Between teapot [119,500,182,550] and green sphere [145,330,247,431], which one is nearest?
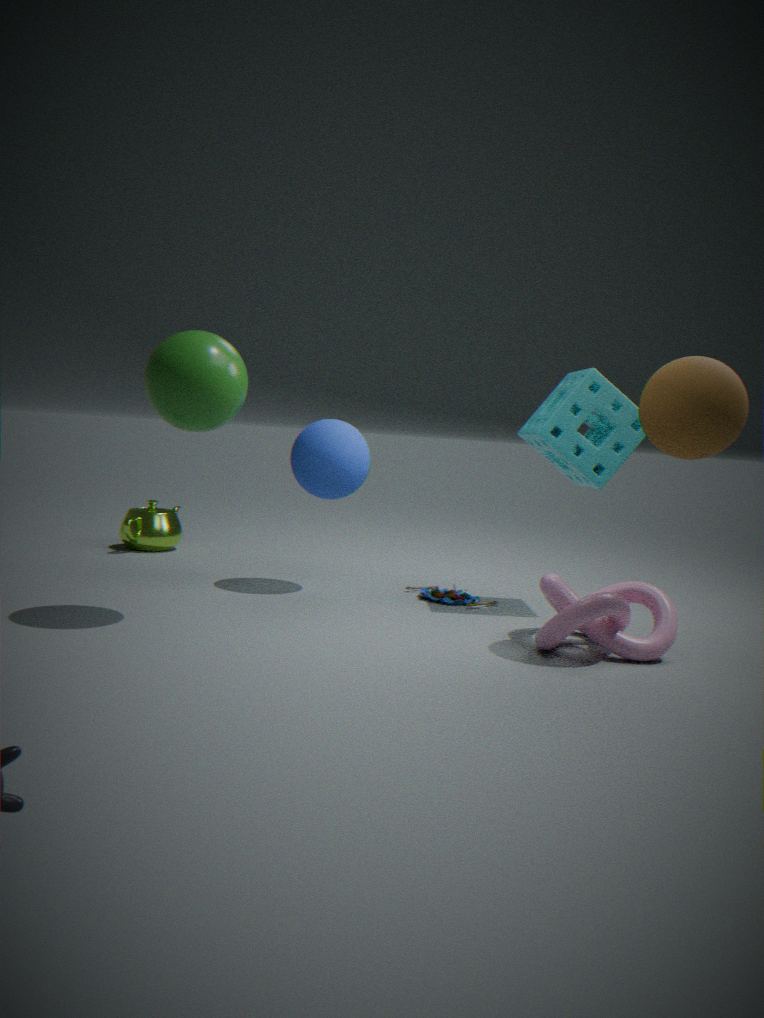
green sphere [145,330,247,431]
